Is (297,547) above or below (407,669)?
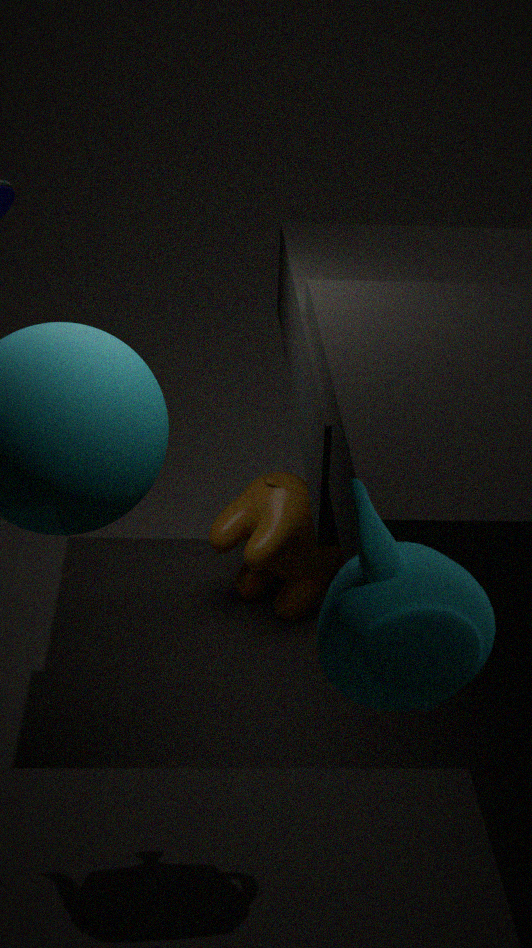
below
